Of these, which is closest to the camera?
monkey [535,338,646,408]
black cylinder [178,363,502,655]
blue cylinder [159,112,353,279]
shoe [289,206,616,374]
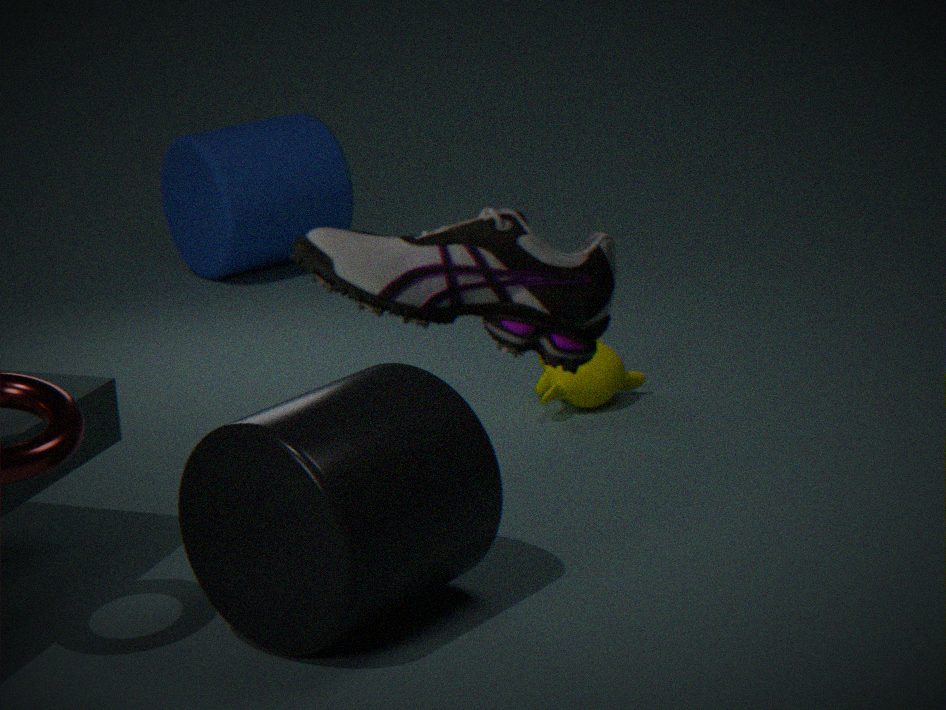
shoe [289,206,616,374]
